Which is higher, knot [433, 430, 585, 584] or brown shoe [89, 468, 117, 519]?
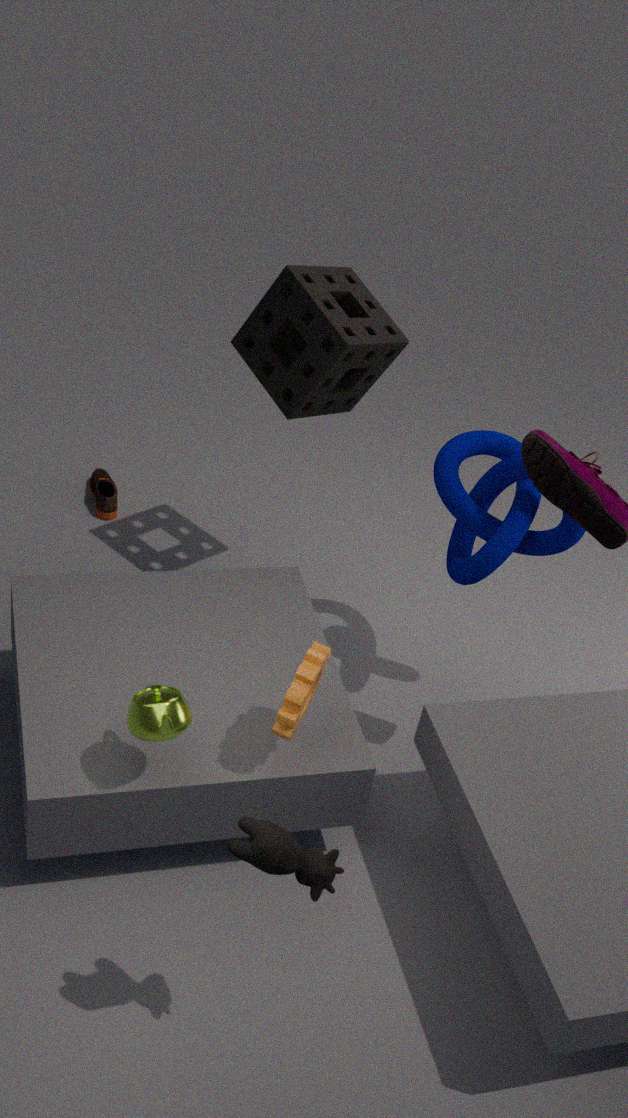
knot [433, 430, 585, 584]
